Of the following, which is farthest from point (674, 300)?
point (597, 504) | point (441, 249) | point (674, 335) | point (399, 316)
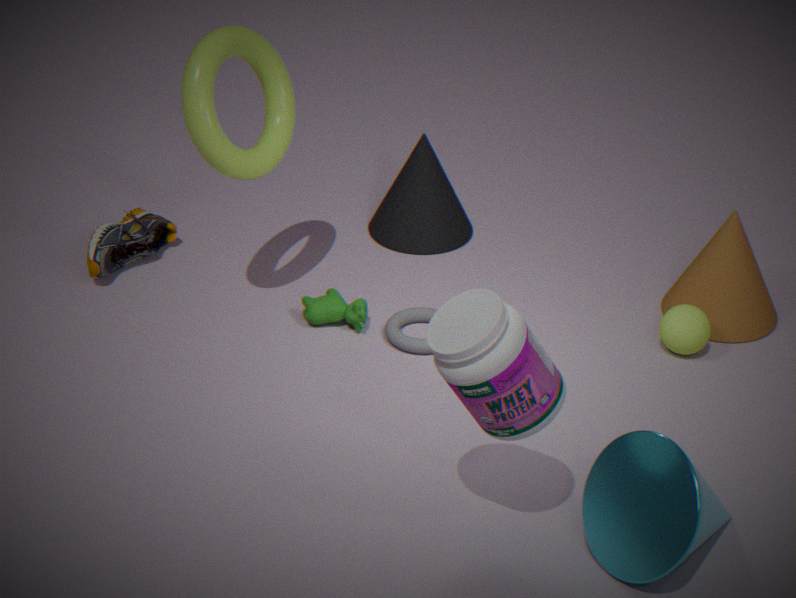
point (597, 504)
